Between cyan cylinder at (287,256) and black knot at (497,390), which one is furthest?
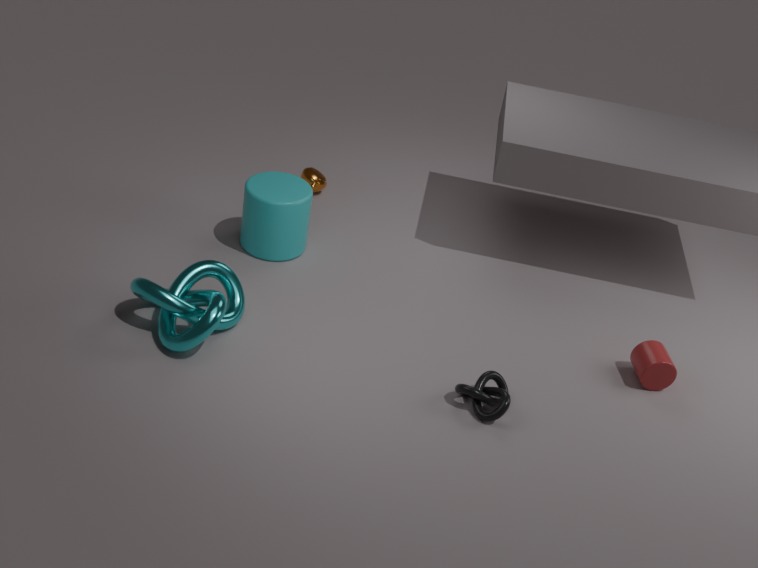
cyan cylinder at (287,256)
